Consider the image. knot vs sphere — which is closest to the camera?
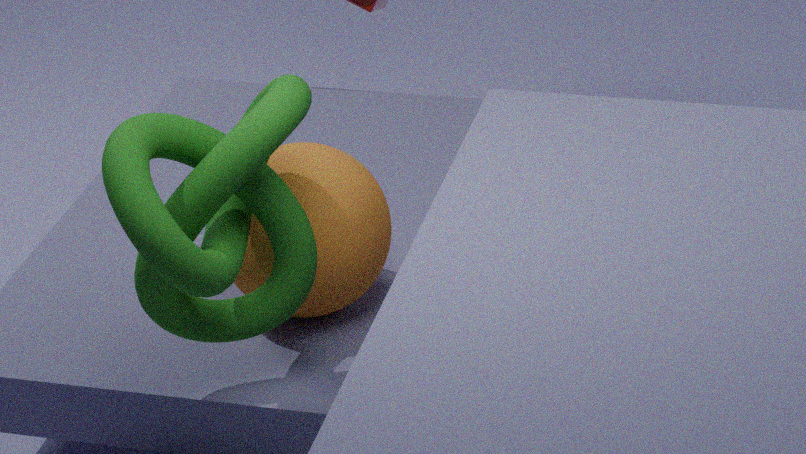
knot
